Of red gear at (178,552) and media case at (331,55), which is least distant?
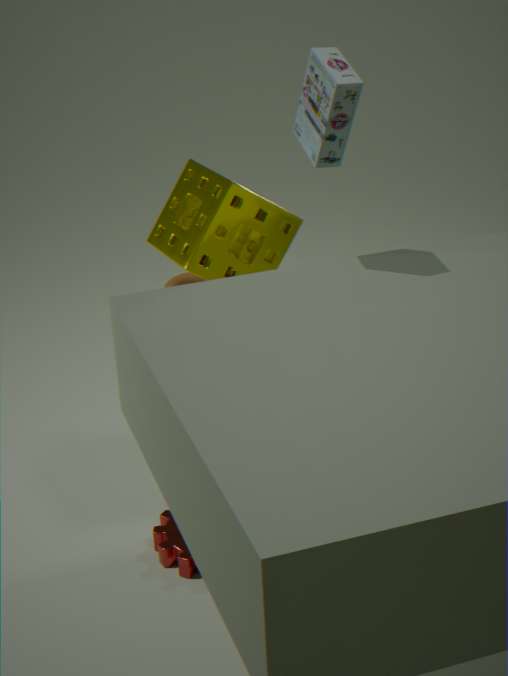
media case at (331,55)
